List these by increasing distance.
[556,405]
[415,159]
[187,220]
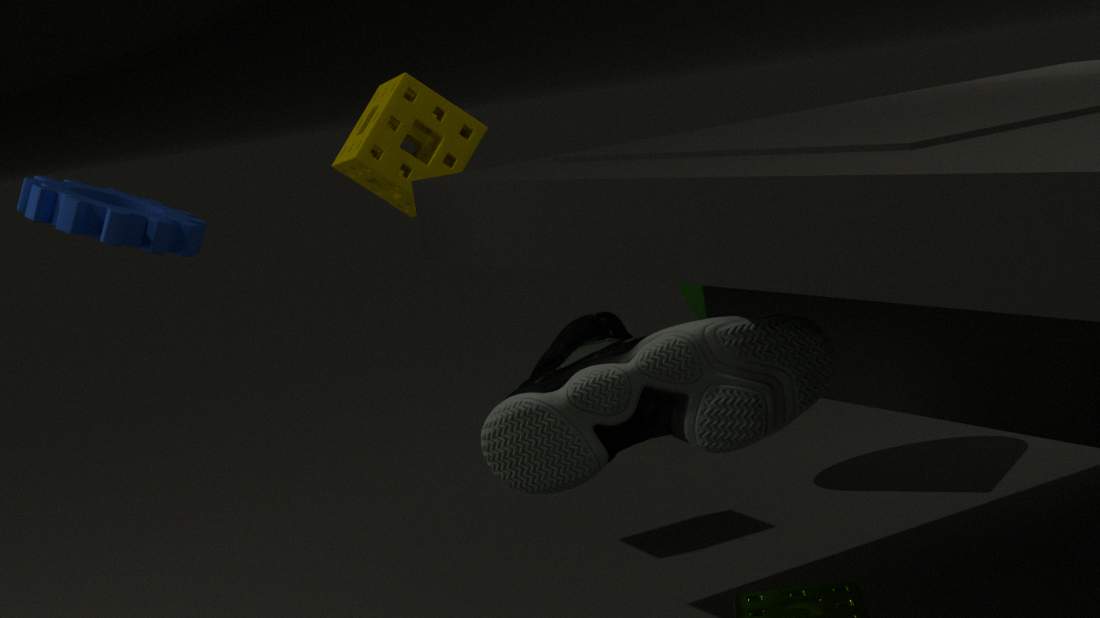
[556,405] < [187,220] < [415,159]
